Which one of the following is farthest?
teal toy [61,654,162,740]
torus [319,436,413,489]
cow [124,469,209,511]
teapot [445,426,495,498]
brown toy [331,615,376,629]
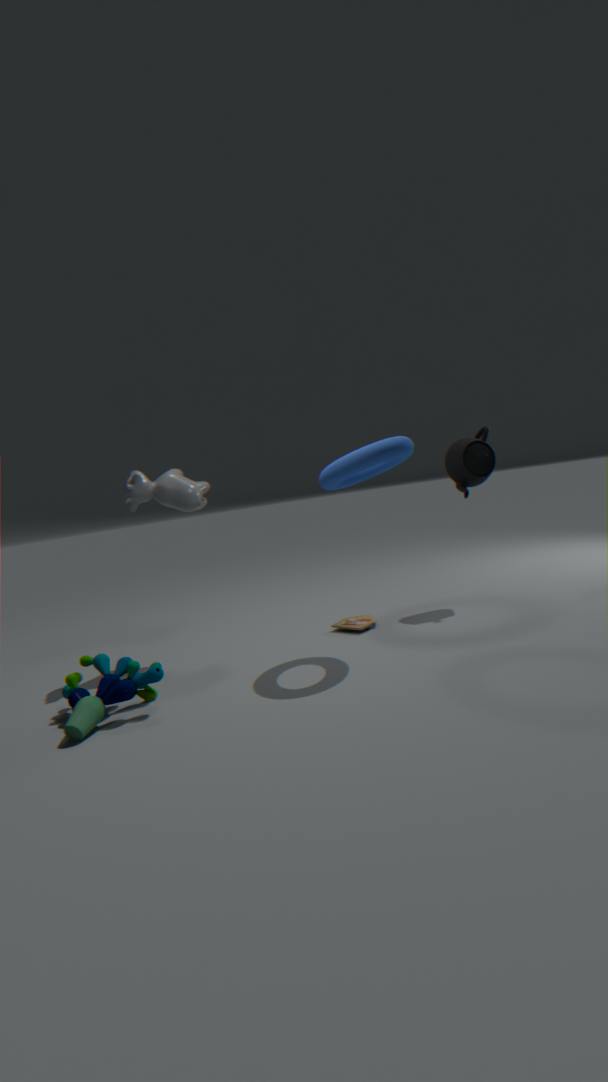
teapot [445,426,495,498]
